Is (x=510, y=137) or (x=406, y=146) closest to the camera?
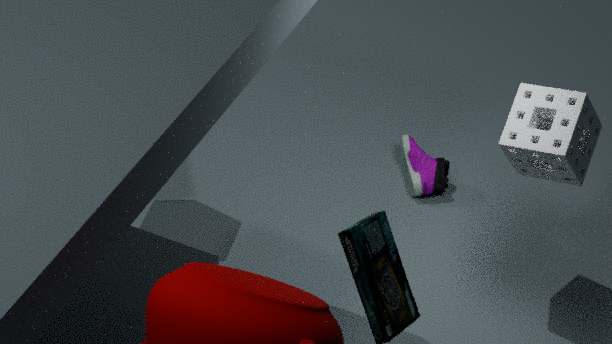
(x=510, y=137)
